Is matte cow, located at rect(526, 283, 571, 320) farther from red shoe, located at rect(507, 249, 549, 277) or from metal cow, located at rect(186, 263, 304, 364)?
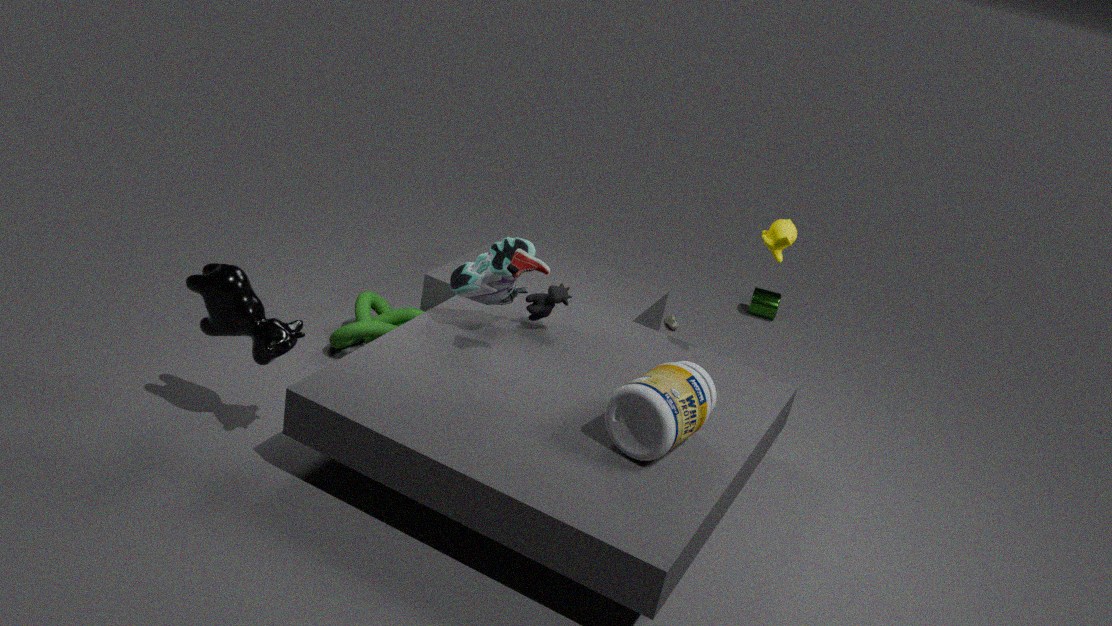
metal cow, located at rect(186, 263, 304, 364)
